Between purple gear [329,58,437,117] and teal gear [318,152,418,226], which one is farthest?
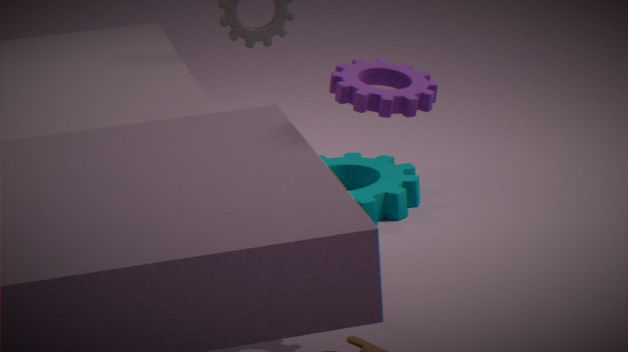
teal gear [318,152,418,226]
